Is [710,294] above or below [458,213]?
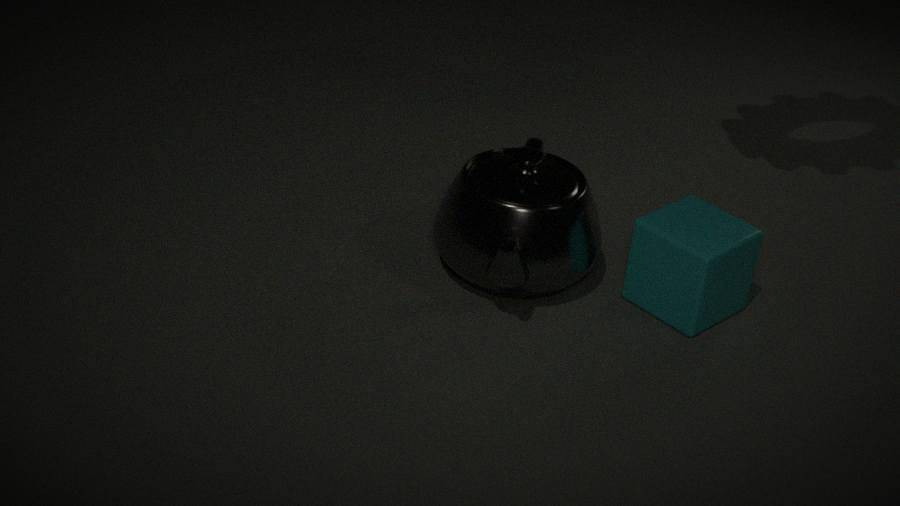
below
